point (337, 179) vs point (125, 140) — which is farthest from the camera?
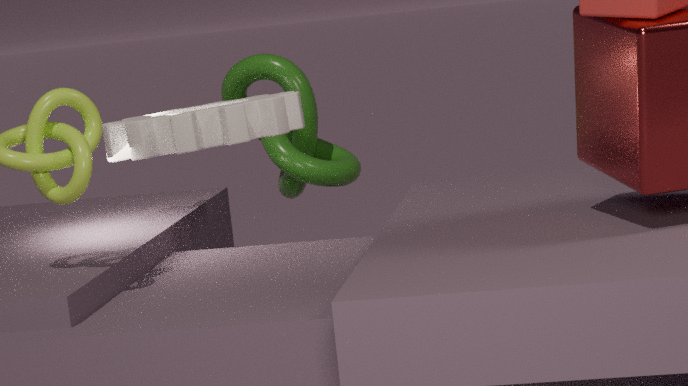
point (337, 179)
